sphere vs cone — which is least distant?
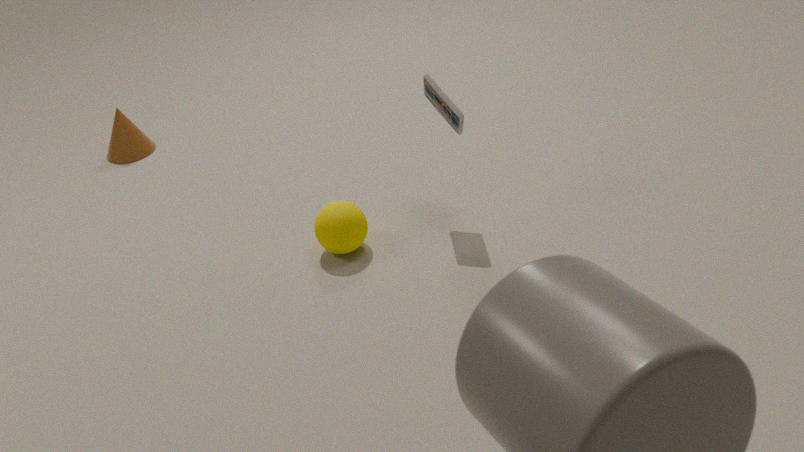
sphere
